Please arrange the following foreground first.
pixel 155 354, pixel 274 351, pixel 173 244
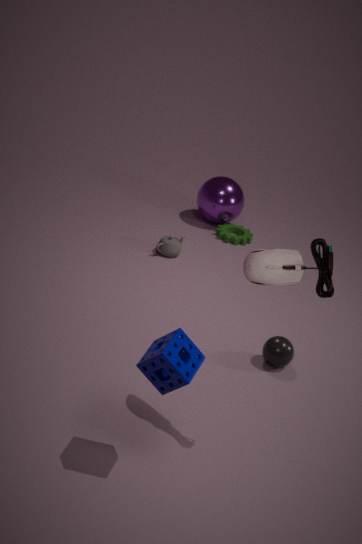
pixel 155 354
pixel 274 351
pixel 173 244
